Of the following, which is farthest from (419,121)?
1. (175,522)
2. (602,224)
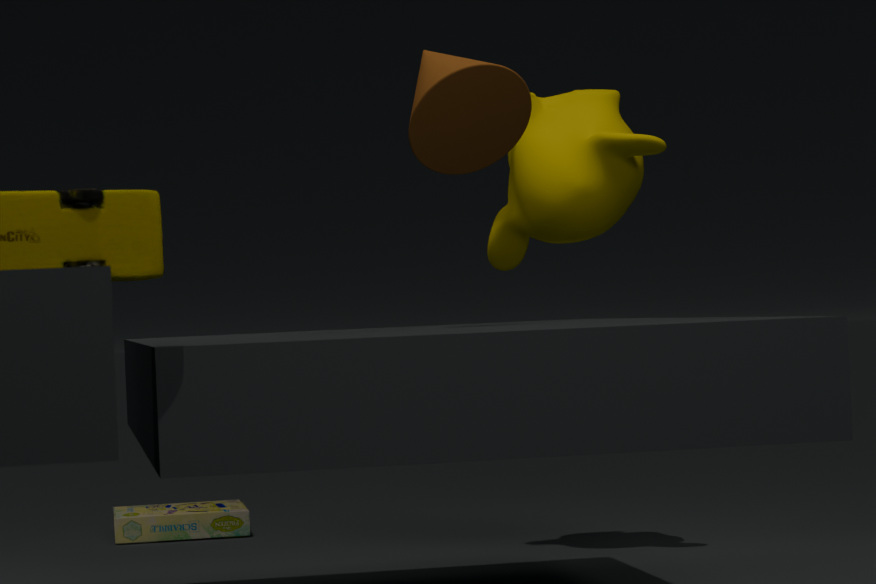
(175,522)
